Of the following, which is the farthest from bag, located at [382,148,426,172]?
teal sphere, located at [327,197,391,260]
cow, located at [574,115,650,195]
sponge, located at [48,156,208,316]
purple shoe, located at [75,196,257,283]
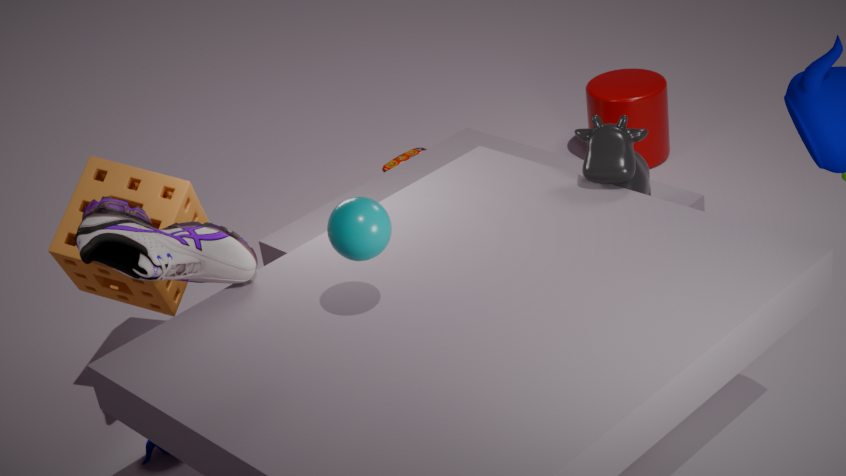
teal sphere, located at [327,197,391,260]
